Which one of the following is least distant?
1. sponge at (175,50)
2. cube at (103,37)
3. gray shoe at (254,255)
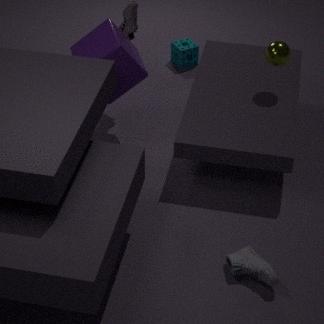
gray shoe at (254,255)
